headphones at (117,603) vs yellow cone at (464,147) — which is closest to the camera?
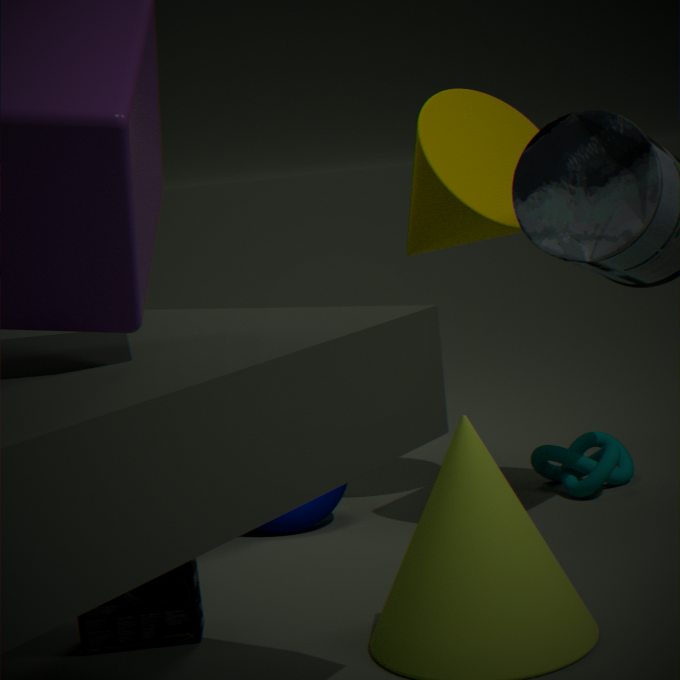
headphones at (117,603)
